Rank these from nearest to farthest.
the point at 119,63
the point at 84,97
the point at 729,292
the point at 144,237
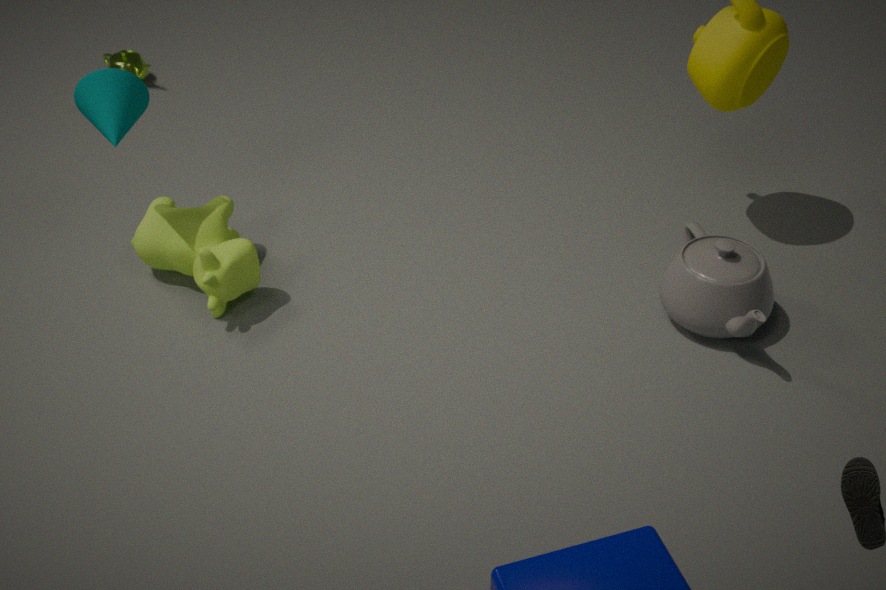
1. the point at 729,292
2. the point at 84,97
3. the point at 144,237
4. the point at 119,63
